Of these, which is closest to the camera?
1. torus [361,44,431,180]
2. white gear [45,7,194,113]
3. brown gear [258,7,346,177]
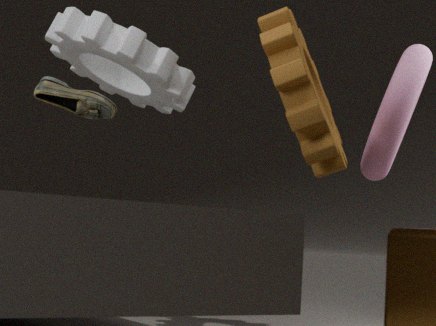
brown gear [258,7,346,177]
